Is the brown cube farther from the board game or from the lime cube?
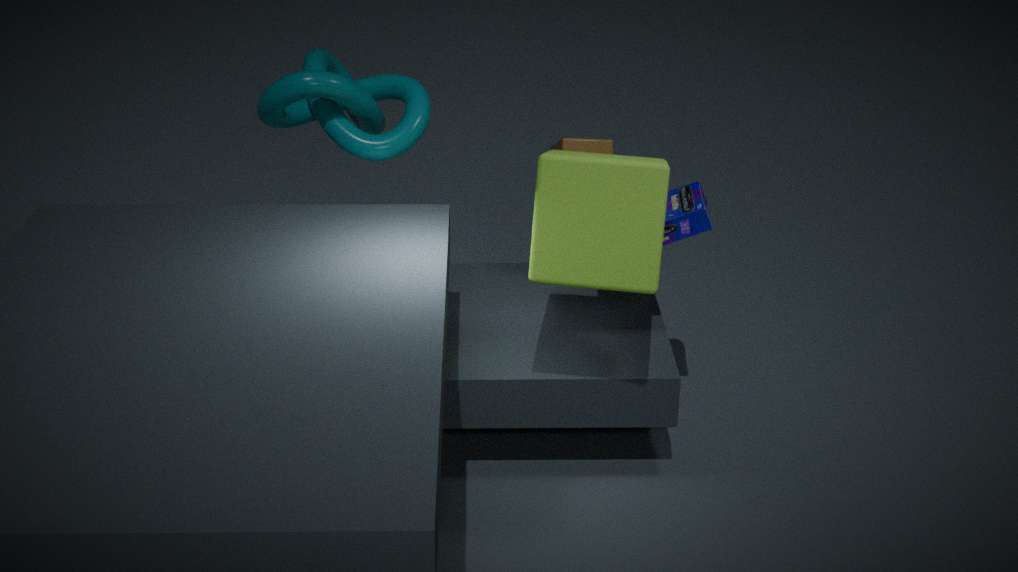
the lime cube
